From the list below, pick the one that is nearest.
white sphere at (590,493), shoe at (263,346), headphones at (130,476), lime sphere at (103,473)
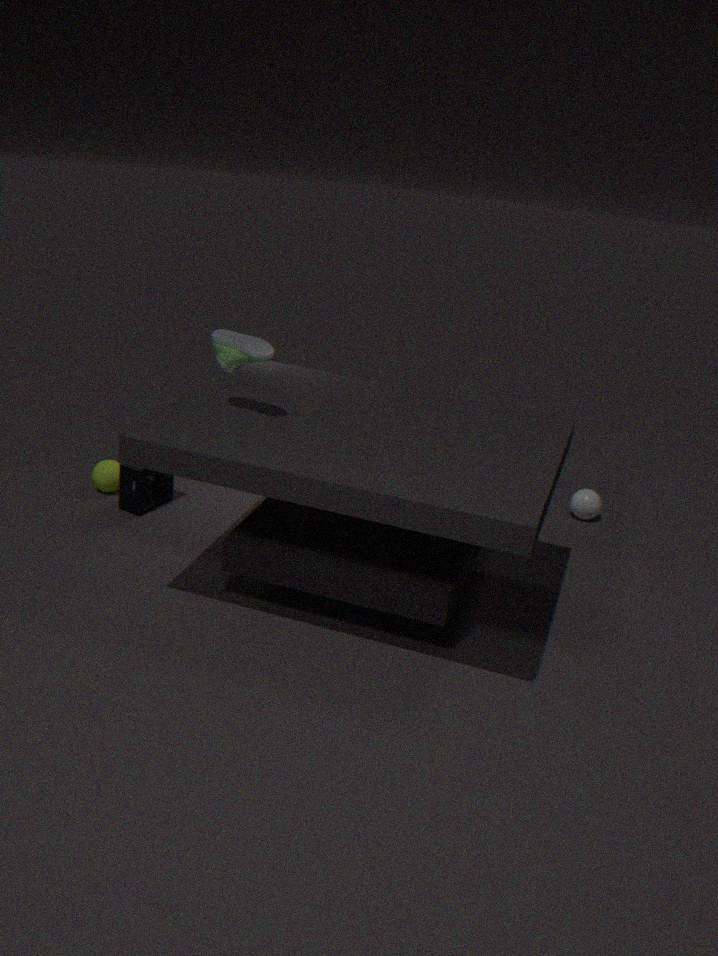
shoe at (263,346)
